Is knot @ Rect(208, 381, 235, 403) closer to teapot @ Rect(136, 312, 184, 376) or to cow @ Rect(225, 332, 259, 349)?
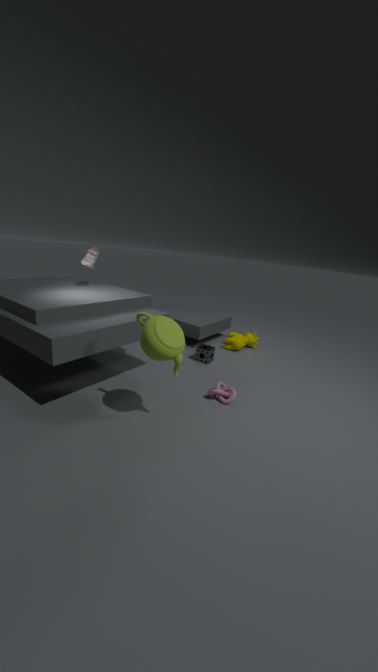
teapot @ Rect(136, 312, 184, 376)
